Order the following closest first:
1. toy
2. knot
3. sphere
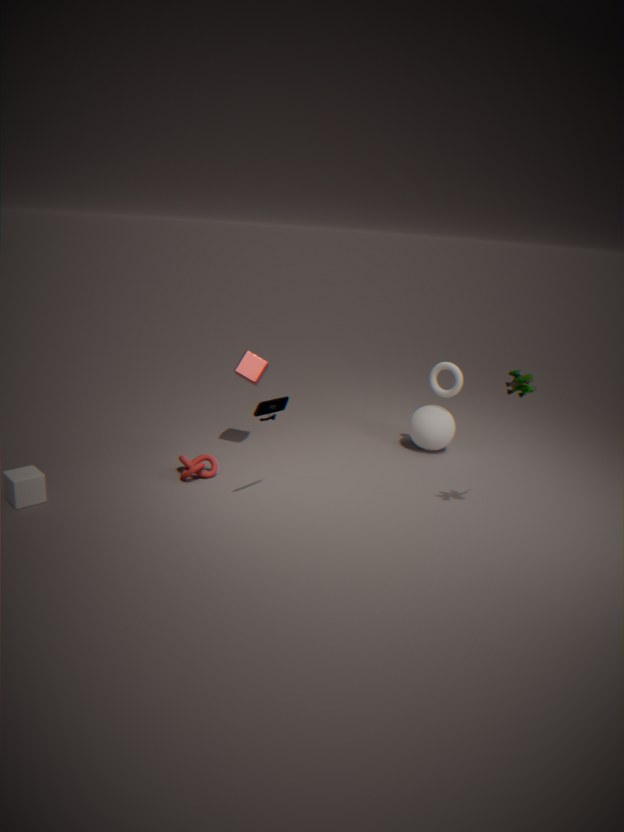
toy → knot → sphere
